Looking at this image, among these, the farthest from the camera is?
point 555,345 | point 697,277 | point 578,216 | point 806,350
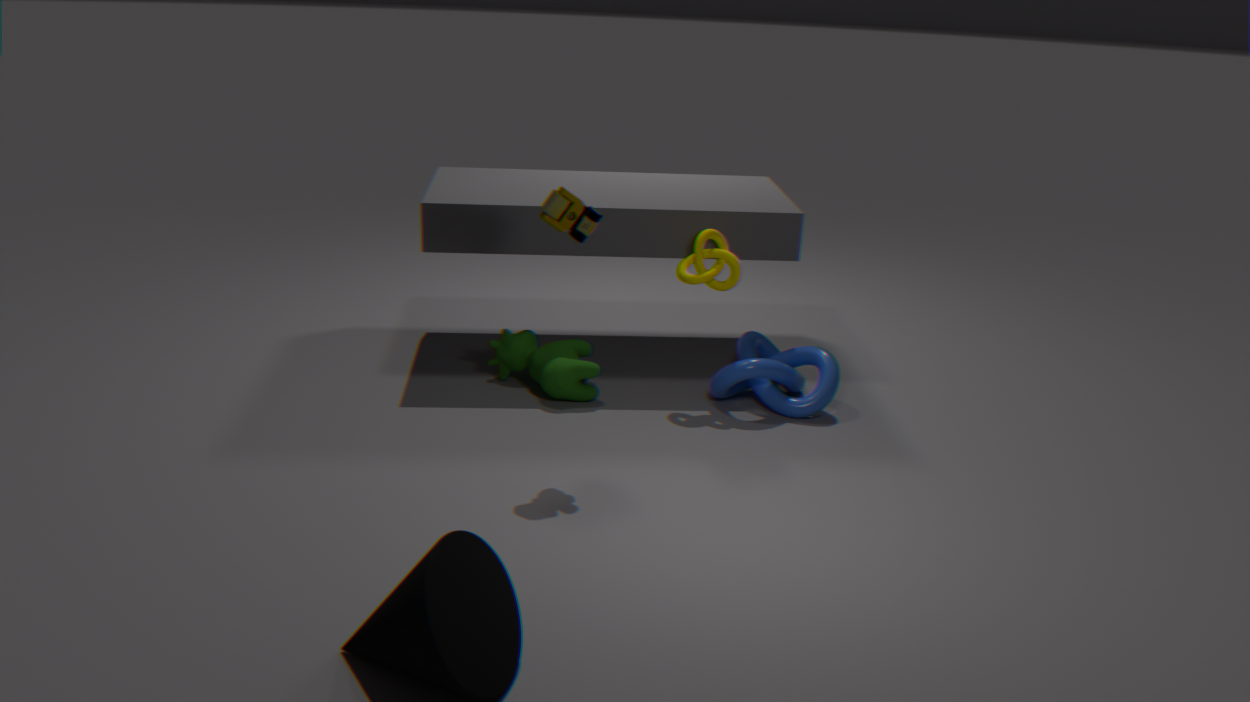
point 555,345
